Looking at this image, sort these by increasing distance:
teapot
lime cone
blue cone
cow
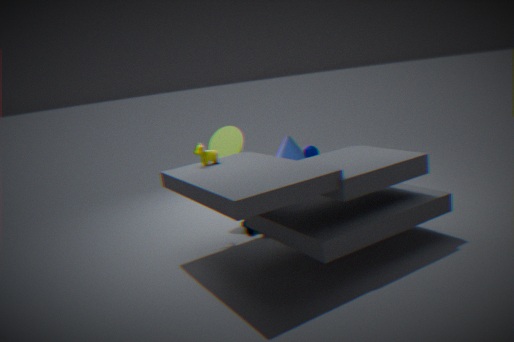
cow, lime cone, teapot, blue cone
